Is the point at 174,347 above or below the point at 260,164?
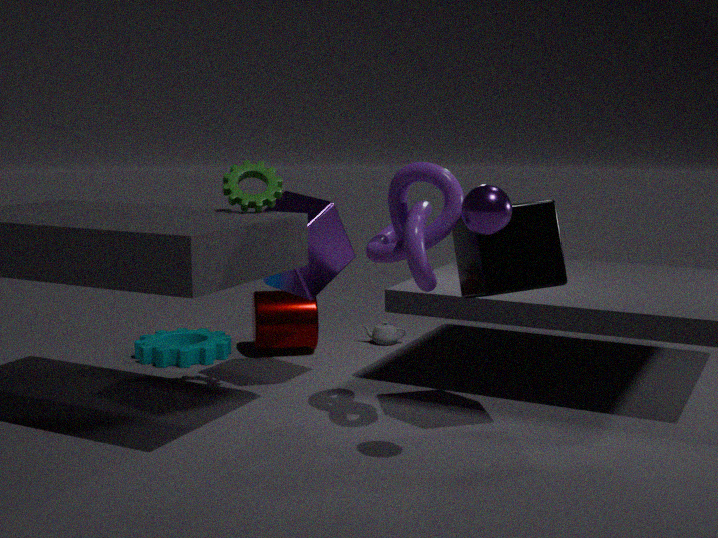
below
